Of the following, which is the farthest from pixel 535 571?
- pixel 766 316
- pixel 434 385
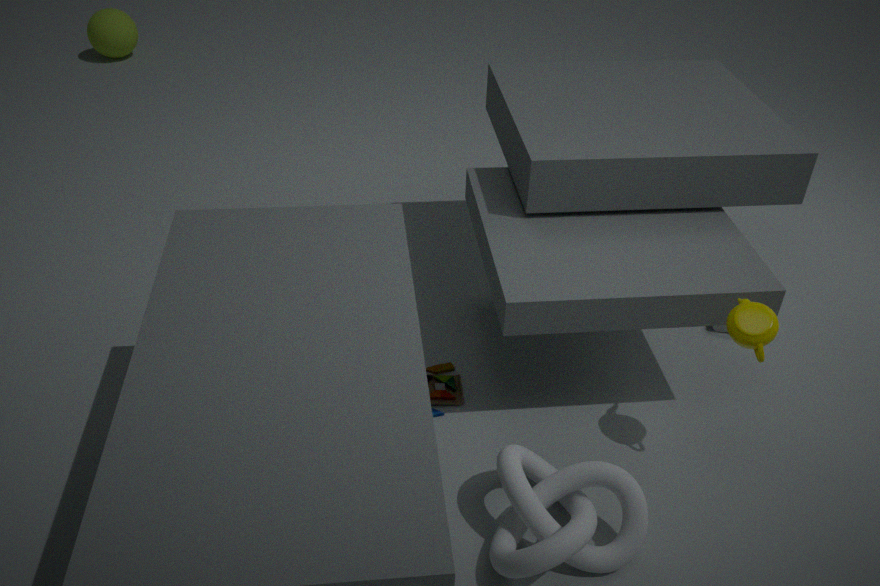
pixel 766 316
